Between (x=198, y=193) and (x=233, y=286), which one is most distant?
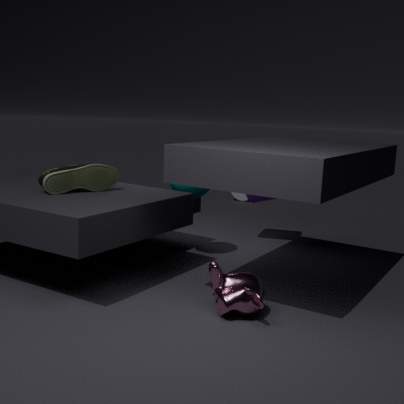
(x=198, y=193)
